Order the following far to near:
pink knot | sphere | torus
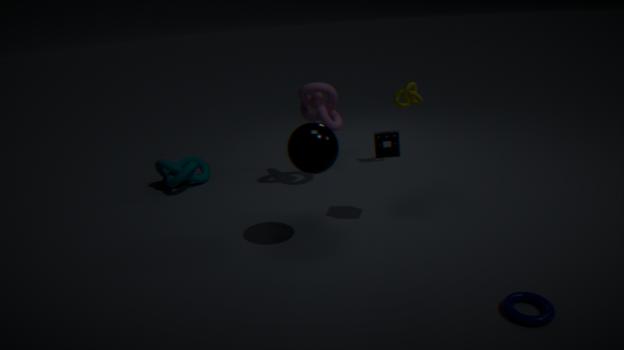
1. pink knot
2. sphere
3. torus
